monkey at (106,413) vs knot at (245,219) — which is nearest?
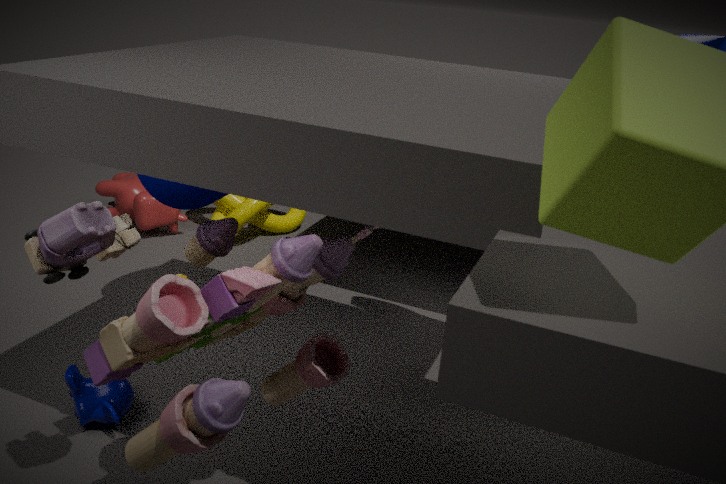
monkey at (106,413)
